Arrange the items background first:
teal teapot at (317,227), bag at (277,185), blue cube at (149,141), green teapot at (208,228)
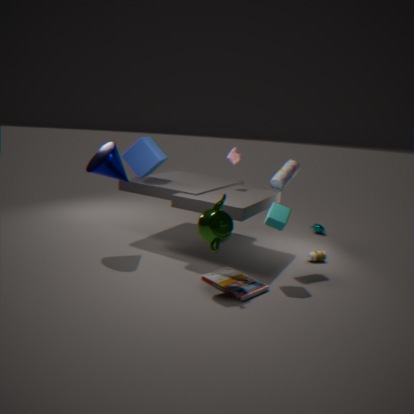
teal teapot at (317,227), blue cube at (149,141), bag at (277,185), green teapot at (208,228)
